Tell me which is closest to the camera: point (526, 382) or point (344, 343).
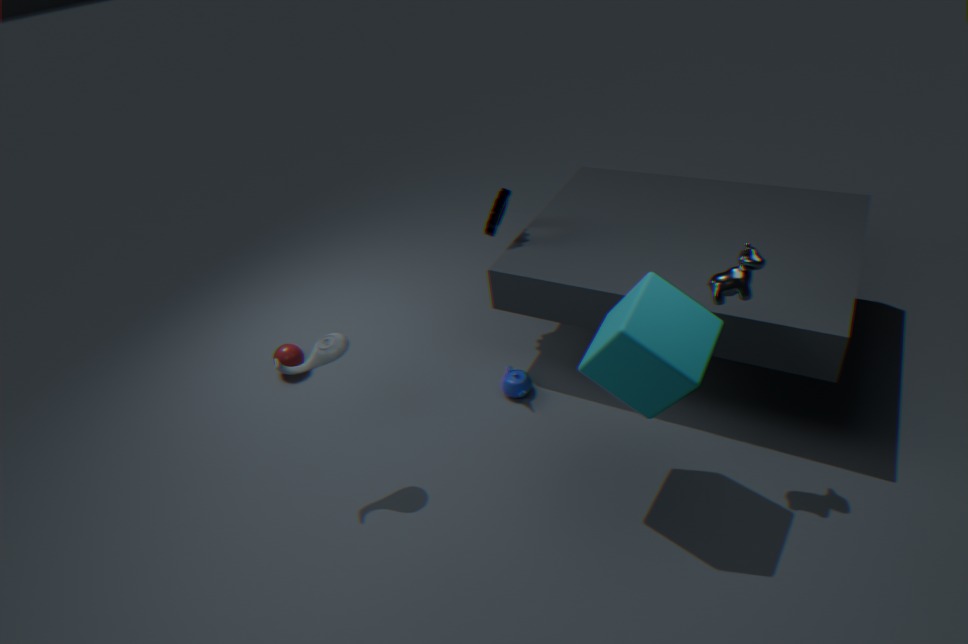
point (344, 343)
